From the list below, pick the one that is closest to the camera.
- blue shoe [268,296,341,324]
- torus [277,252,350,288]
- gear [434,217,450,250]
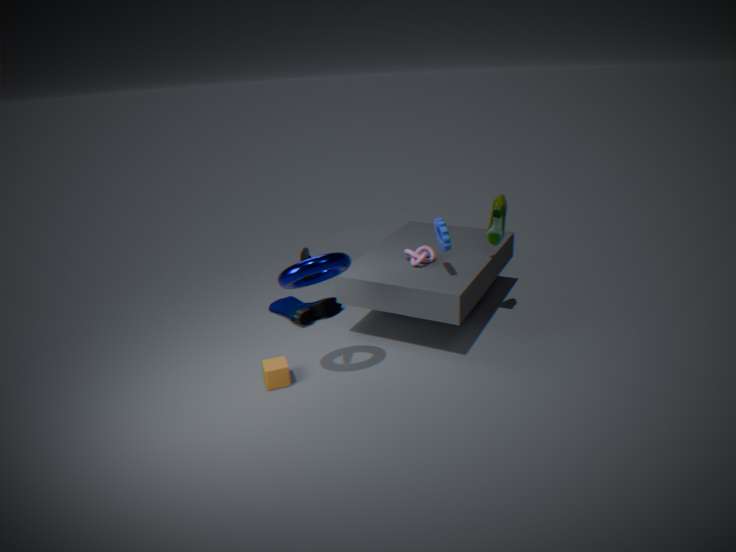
torus [277,252,350,288]
